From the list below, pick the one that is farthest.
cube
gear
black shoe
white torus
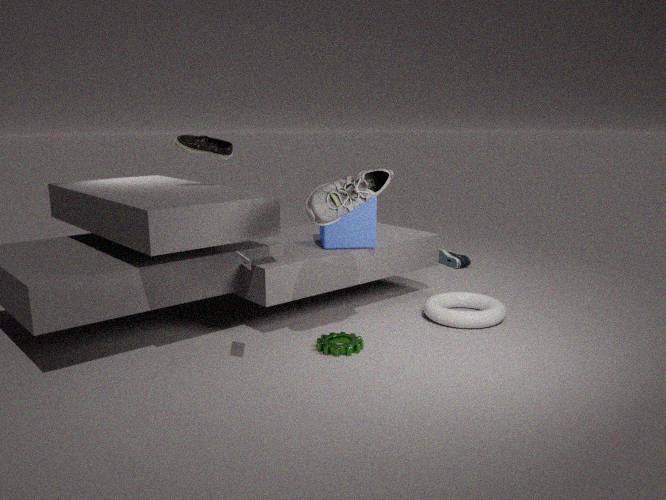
cube
